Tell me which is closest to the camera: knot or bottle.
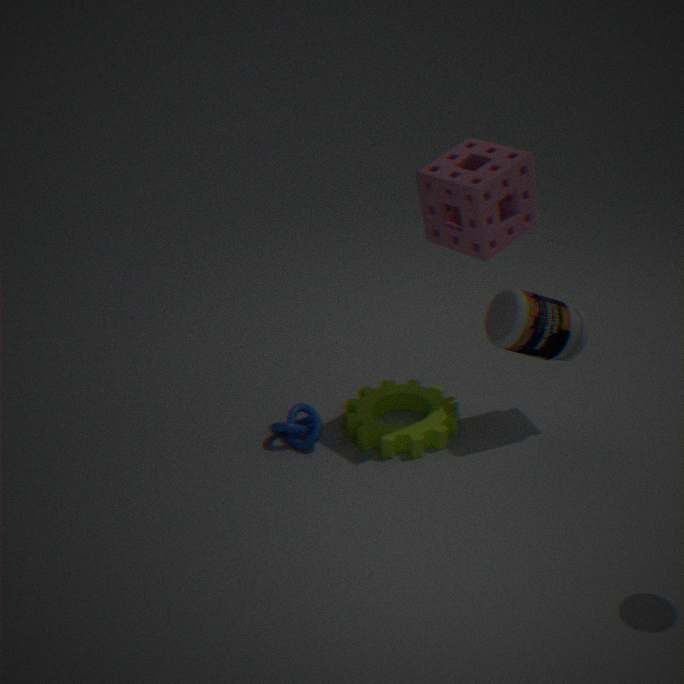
bottle
